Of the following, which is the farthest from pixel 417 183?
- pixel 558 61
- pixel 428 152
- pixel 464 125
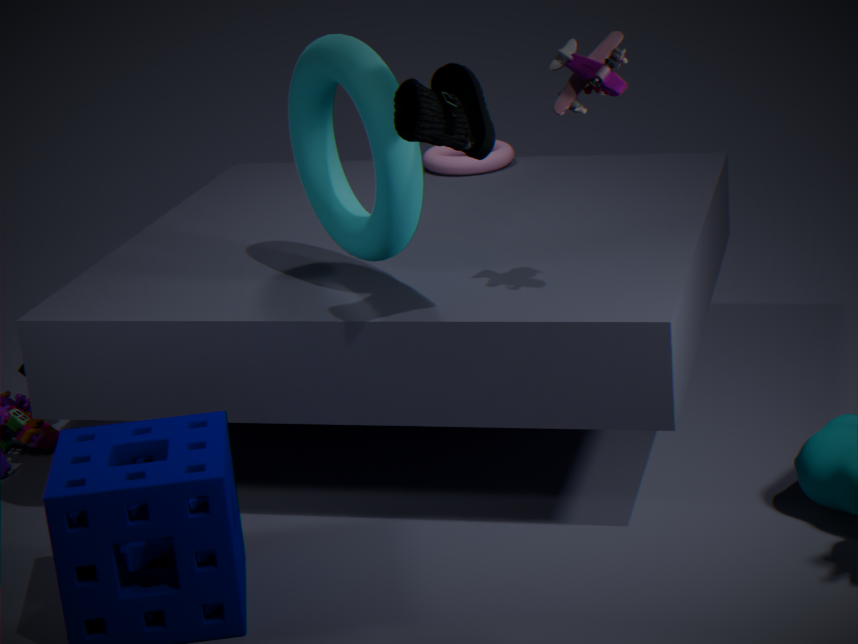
pixel 428 152
